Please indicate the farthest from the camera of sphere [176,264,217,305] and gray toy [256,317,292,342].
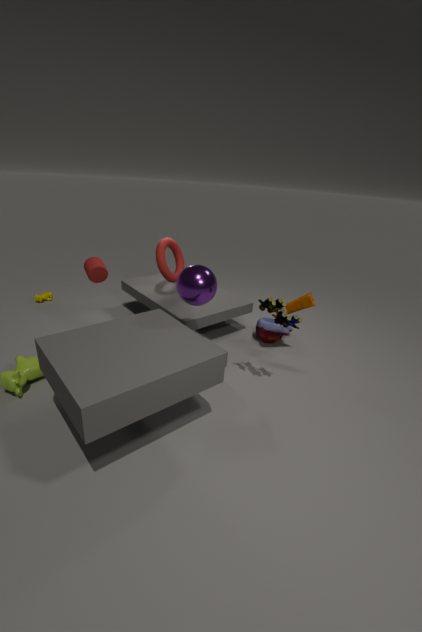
gray toy [256,317,292,342]
